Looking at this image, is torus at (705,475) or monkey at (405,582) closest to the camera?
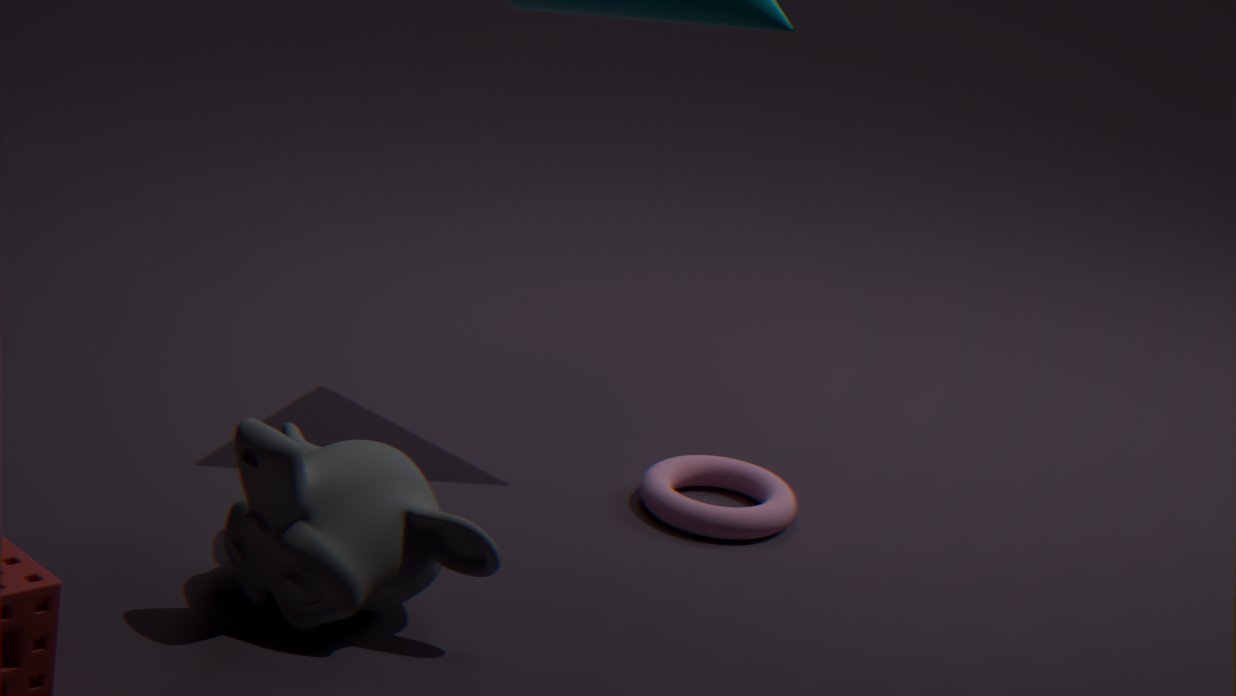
monkey at (405,582)
